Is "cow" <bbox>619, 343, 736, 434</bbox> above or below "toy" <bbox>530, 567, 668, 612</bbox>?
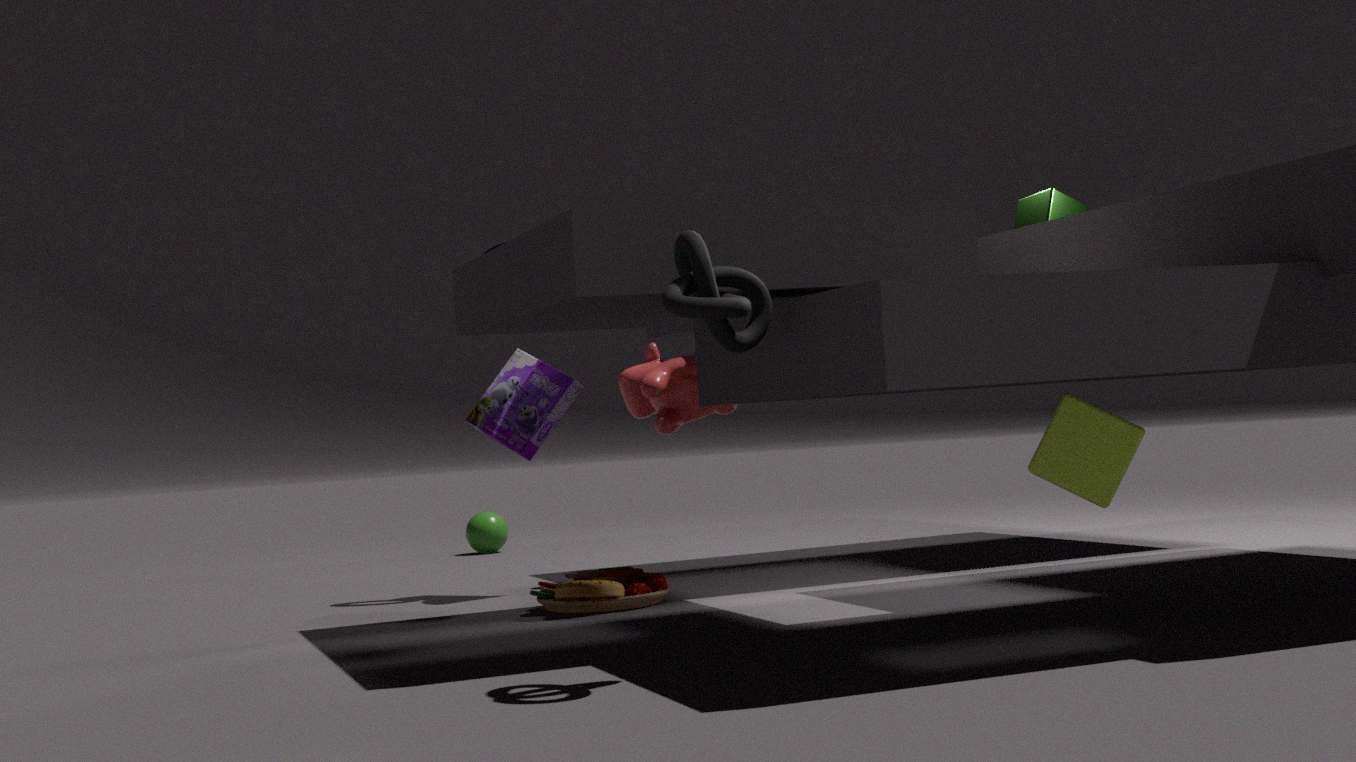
above
